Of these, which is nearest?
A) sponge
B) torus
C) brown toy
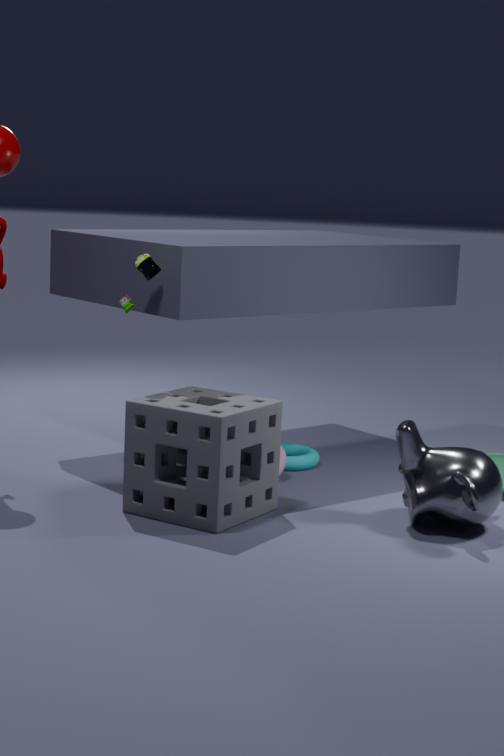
sponge
